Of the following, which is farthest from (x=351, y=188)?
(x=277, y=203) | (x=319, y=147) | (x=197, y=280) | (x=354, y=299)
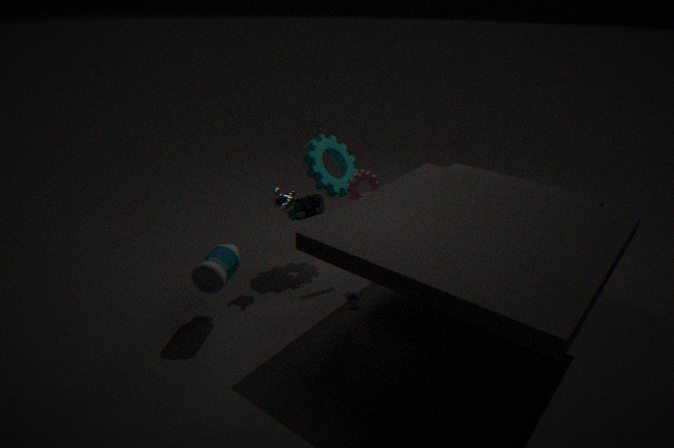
(x=197, y=280)
